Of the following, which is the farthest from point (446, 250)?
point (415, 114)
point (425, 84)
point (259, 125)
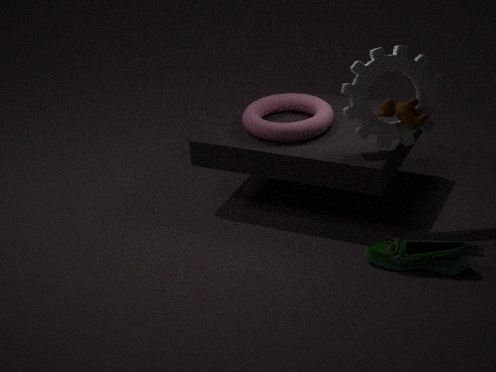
point (259, 125)
